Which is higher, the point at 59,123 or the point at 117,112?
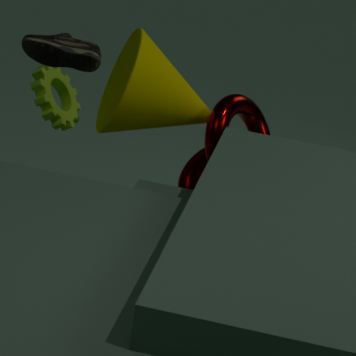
the point at 117,112
